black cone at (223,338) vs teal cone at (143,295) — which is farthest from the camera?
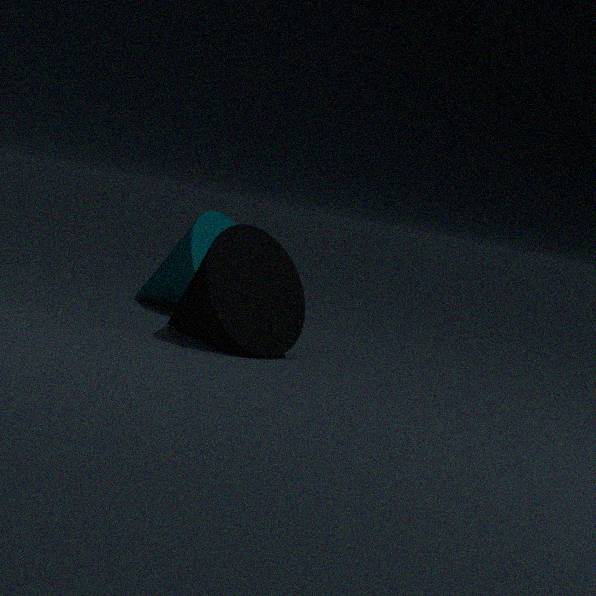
teal cone at (143,295)
